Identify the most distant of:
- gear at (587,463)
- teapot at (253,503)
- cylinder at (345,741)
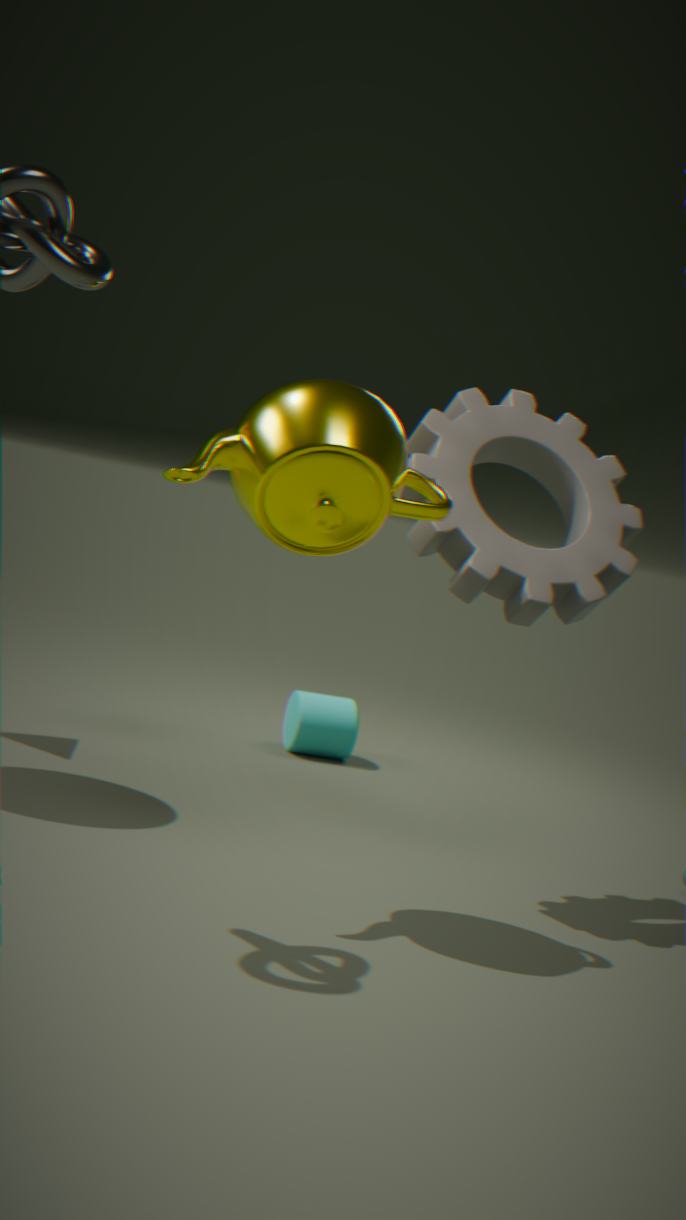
cylinder at (345,741)
